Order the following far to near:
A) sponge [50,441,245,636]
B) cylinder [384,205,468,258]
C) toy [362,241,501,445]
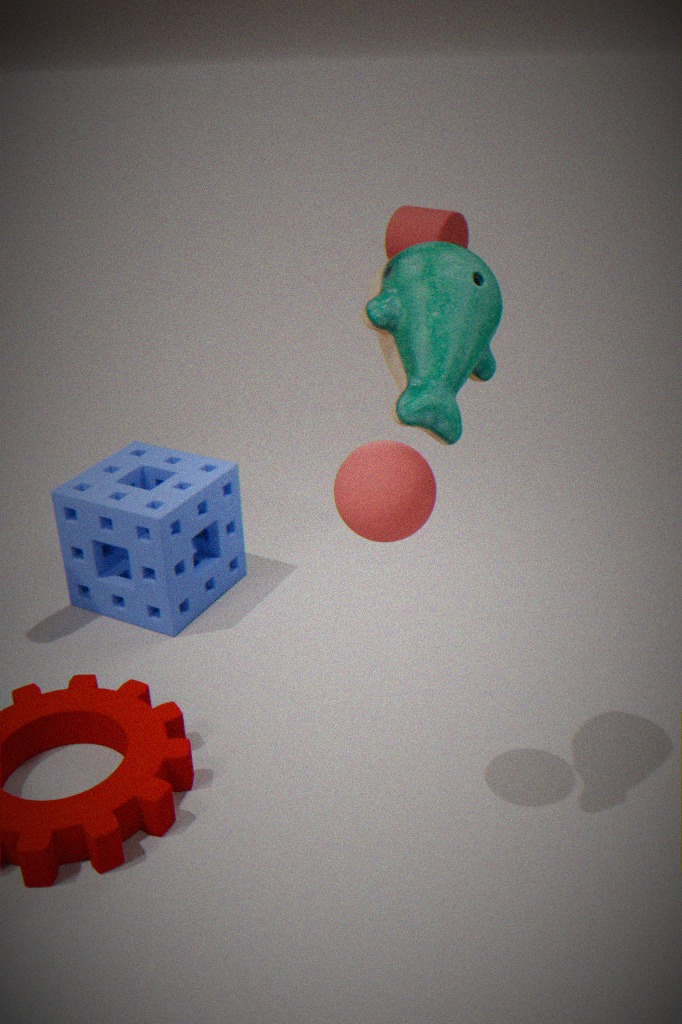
cylinder [384,205,468,258]
sponge [50,441,245,636]
toy [362,241,501,445]
